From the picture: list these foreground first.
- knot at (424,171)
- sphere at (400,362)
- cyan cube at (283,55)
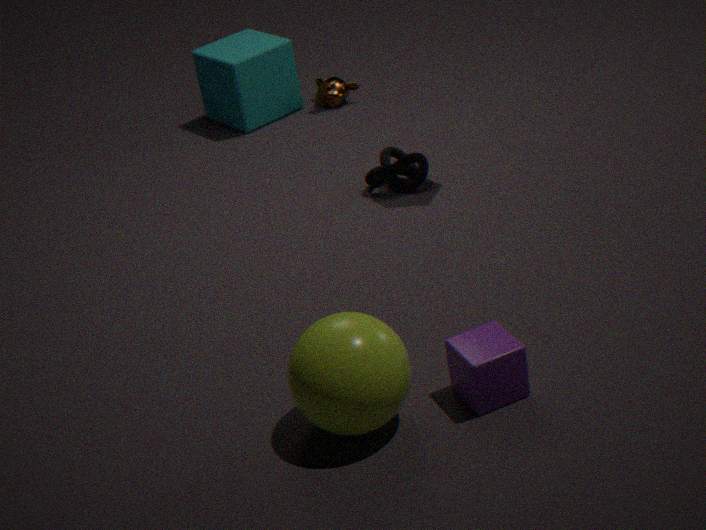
sphere at (400,362) < knot at (424,171) < cyan cube at (283,55)
